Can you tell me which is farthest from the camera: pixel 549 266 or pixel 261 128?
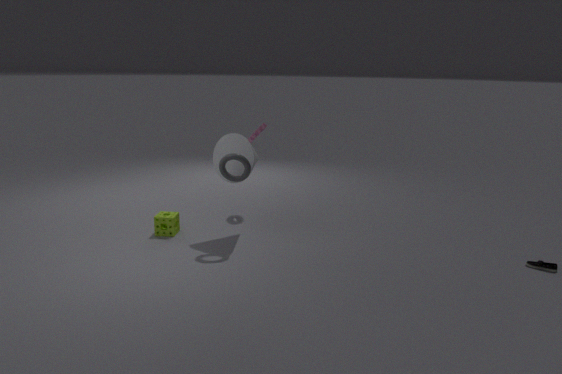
pixel 261 128
